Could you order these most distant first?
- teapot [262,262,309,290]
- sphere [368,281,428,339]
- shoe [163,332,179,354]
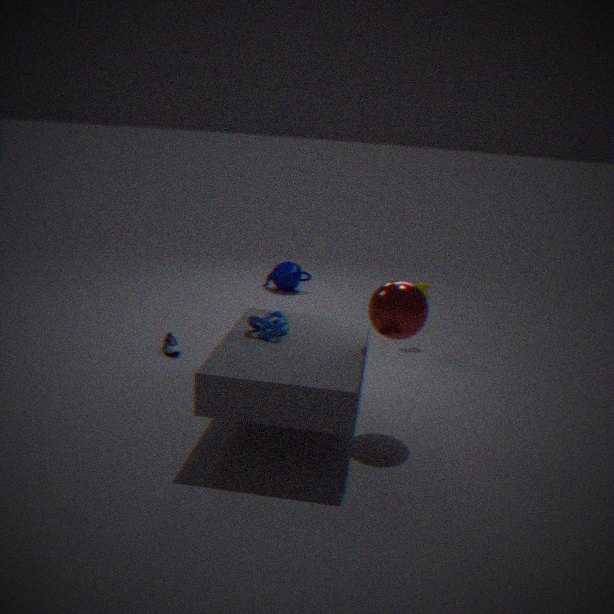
teapot [262,262,309,290] → shoe [163,332,179,354] → sphere [368,281,428,339]
